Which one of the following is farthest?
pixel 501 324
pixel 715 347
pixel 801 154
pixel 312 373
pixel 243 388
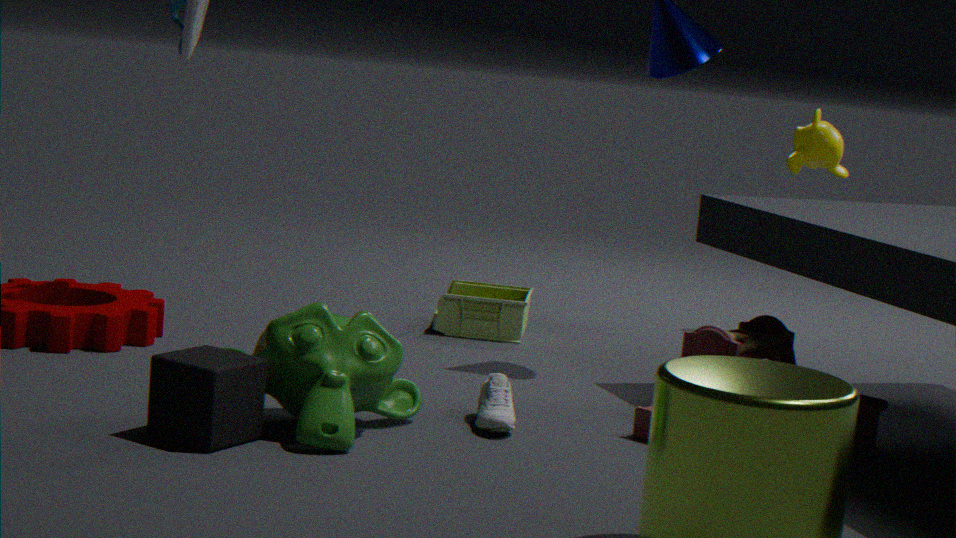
pixel 801 154
